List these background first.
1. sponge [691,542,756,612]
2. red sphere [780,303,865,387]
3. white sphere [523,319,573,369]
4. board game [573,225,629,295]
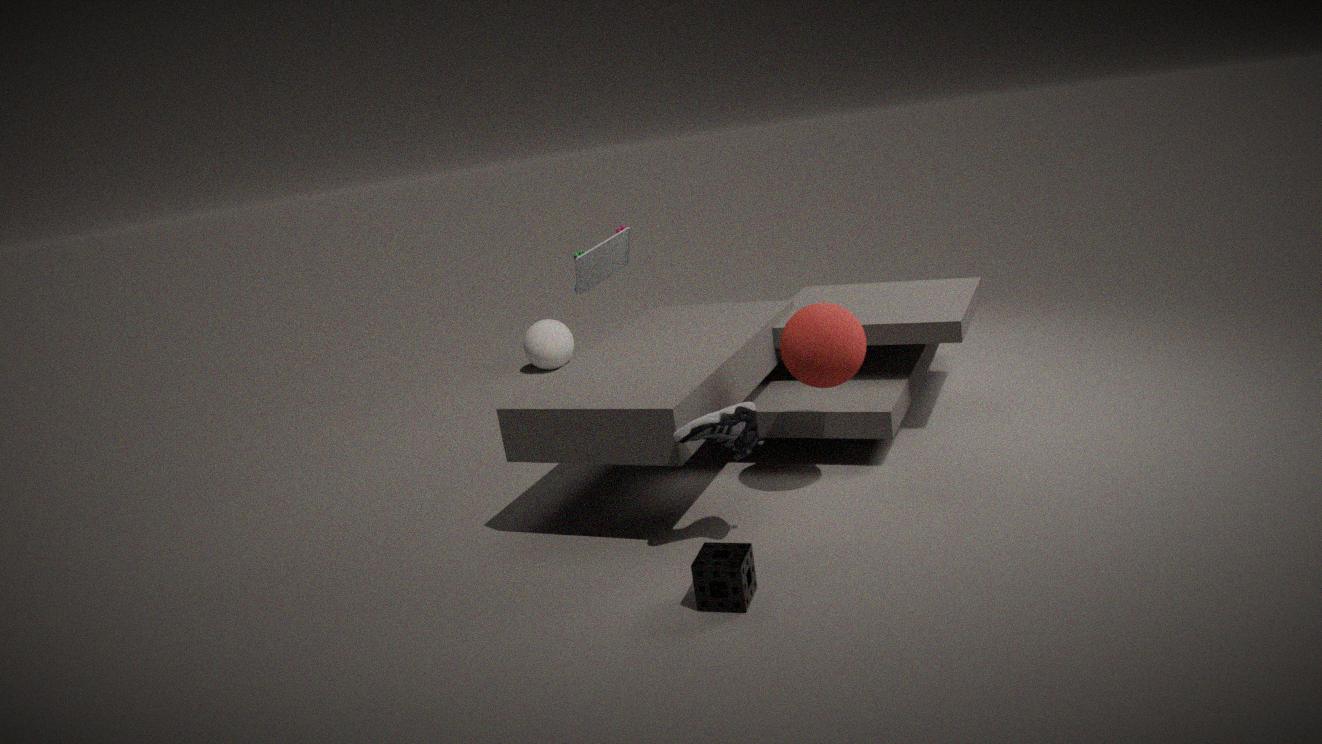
1. white sphere [523,319,573,369]
2. board game [573,225,629,295]
3. red sphere [780,303,865,387]
4. sponge [691,542,756,612]
